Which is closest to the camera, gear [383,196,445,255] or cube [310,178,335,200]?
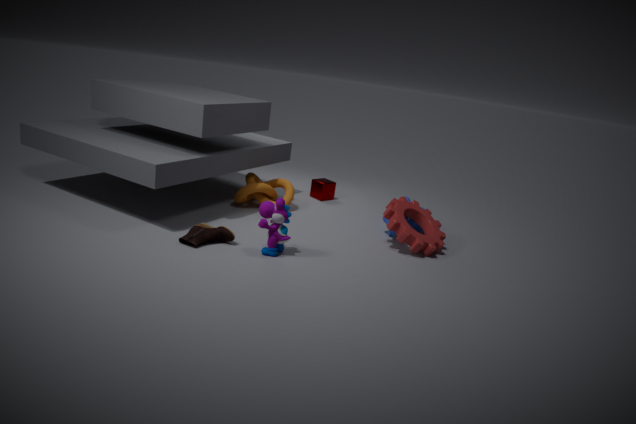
gear [383,196,445,255]
